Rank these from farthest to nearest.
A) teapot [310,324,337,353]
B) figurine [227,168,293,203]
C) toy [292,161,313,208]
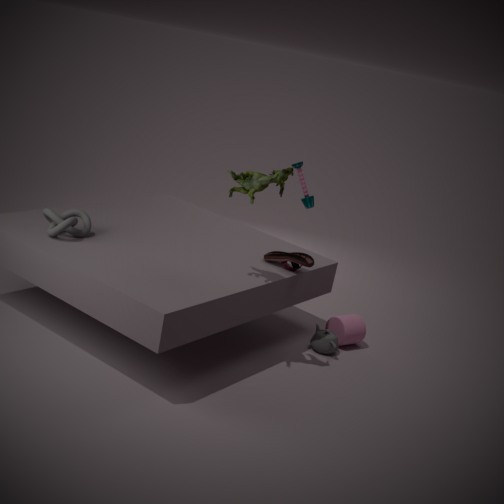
toy [292,161,313,208] < teapot [310,324,337,353] < figurine [227,168,293,203]
